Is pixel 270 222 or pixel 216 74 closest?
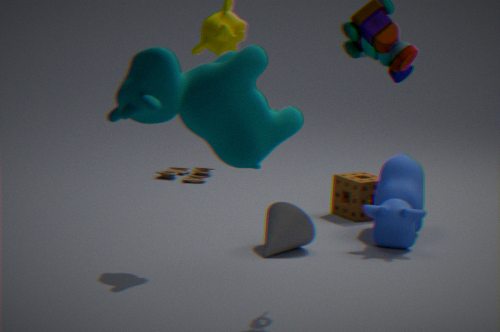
pixel 216 74
